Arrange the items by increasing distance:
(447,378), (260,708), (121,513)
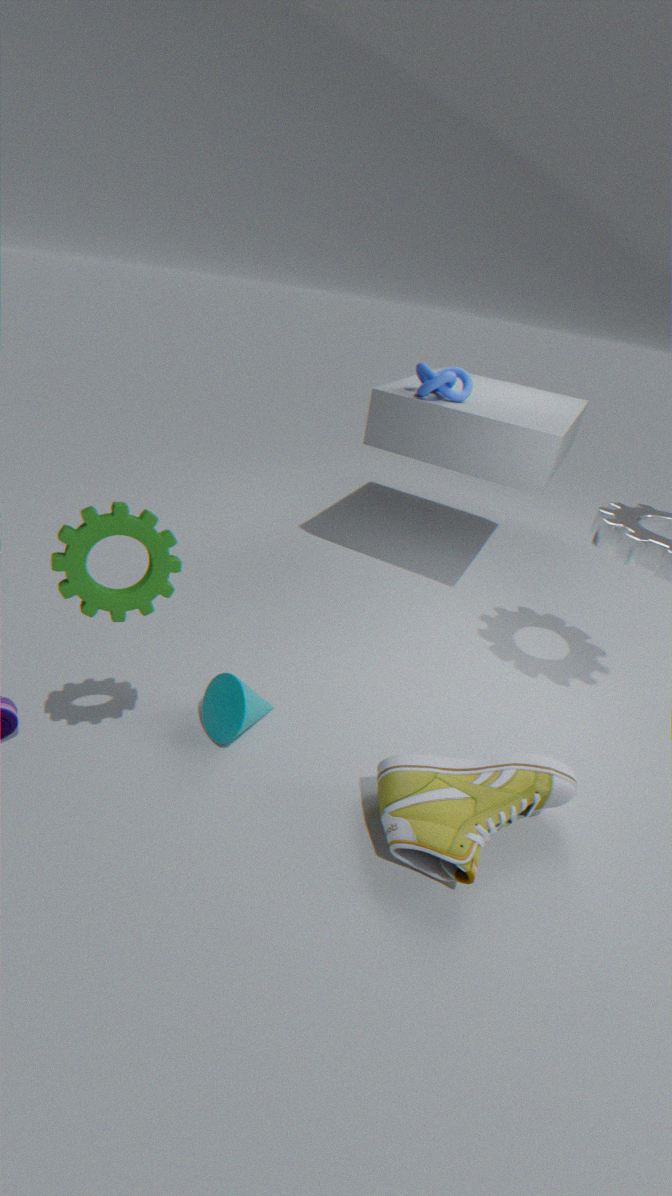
(121,513) → (260,708) → (447,378)
